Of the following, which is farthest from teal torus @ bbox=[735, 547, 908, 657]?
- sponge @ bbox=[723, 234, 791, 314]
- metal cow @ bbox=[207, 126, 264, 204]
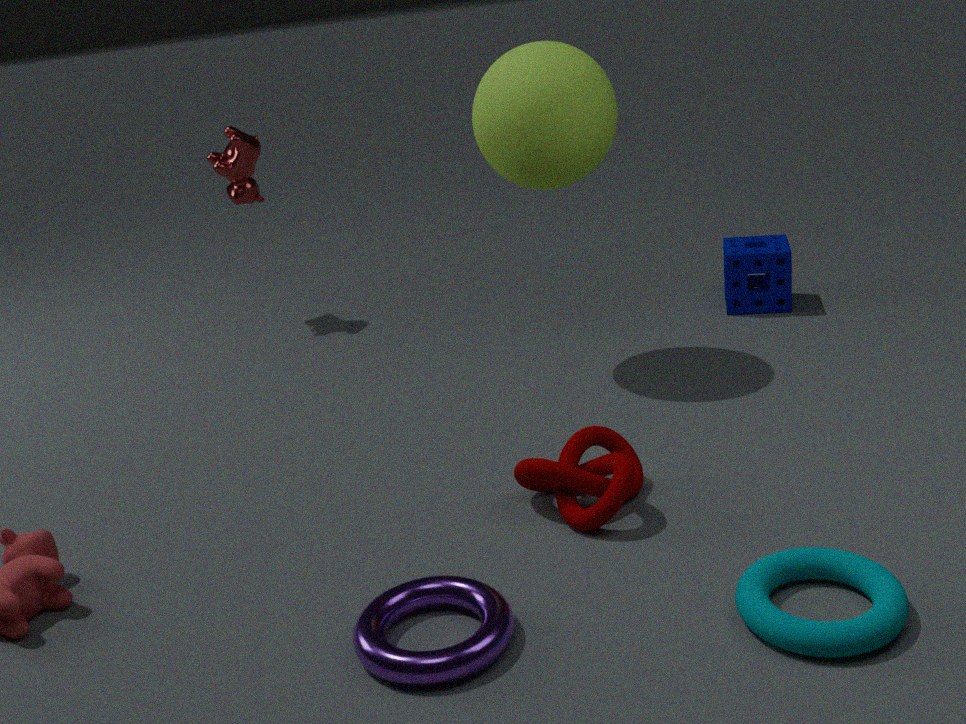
metal cow @ bbox=[207, 126, 264, 204]
